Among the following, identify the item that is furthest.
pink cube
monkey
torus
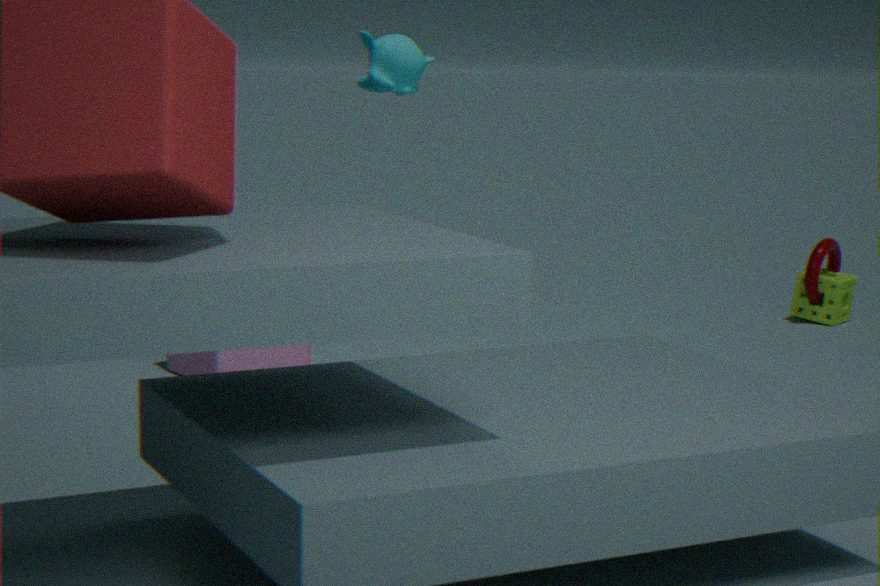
torus
